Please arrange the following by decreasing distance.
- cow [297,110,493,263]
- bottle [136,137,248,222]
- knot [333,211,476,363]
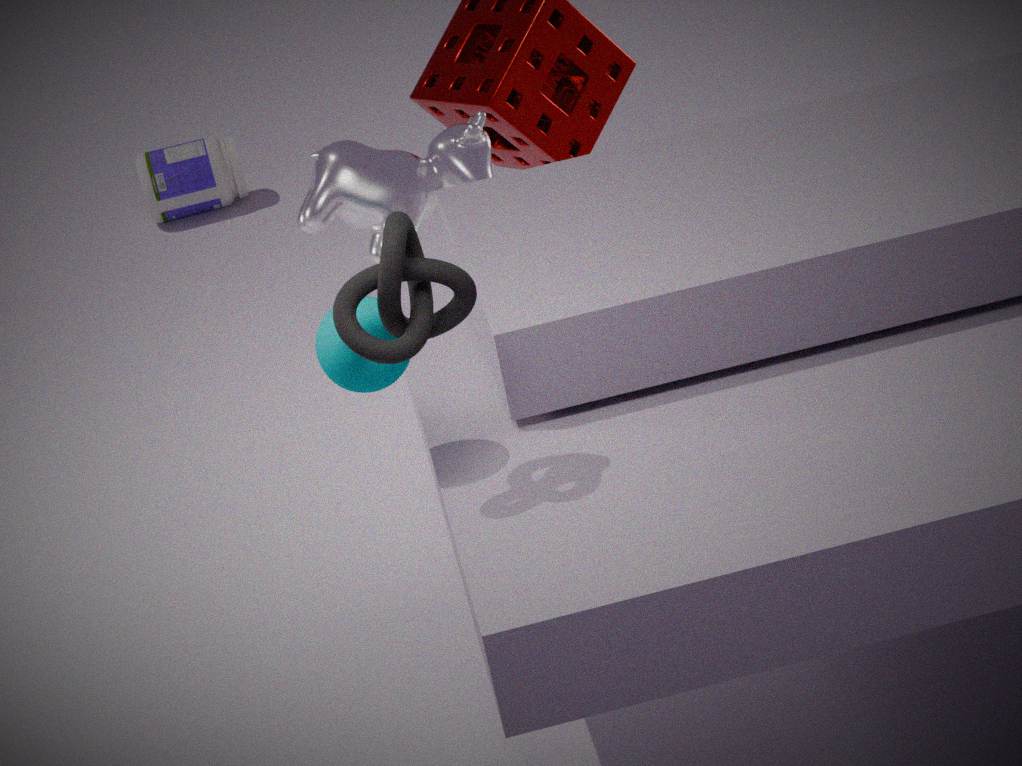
bottle [136,137,248,222]
cow [297,110,493,263]
knot [333,211,476,363]
